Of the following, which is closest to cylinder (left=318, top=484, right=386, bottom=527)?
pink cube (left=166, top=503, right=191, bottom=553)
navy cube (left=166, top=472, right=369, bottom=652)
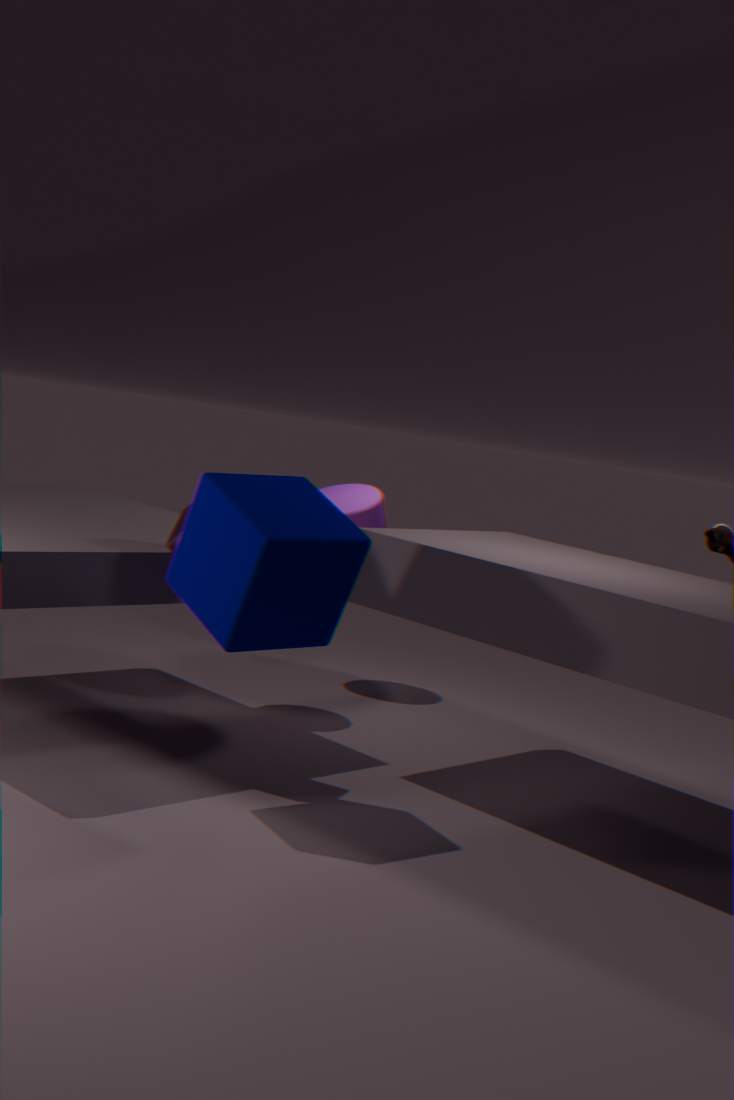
pink cube (left=166, top=503, right=191, bottom=553)
